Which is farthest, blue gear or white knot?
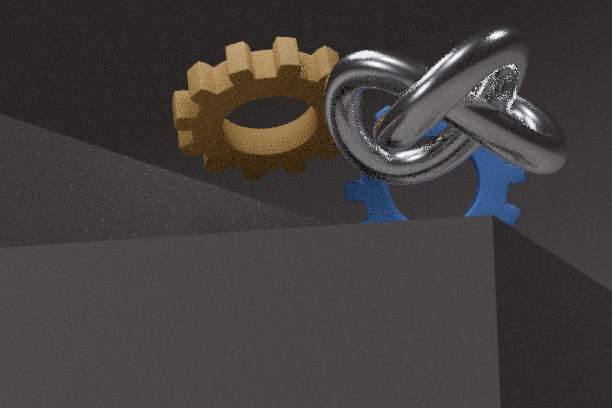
blue gear
